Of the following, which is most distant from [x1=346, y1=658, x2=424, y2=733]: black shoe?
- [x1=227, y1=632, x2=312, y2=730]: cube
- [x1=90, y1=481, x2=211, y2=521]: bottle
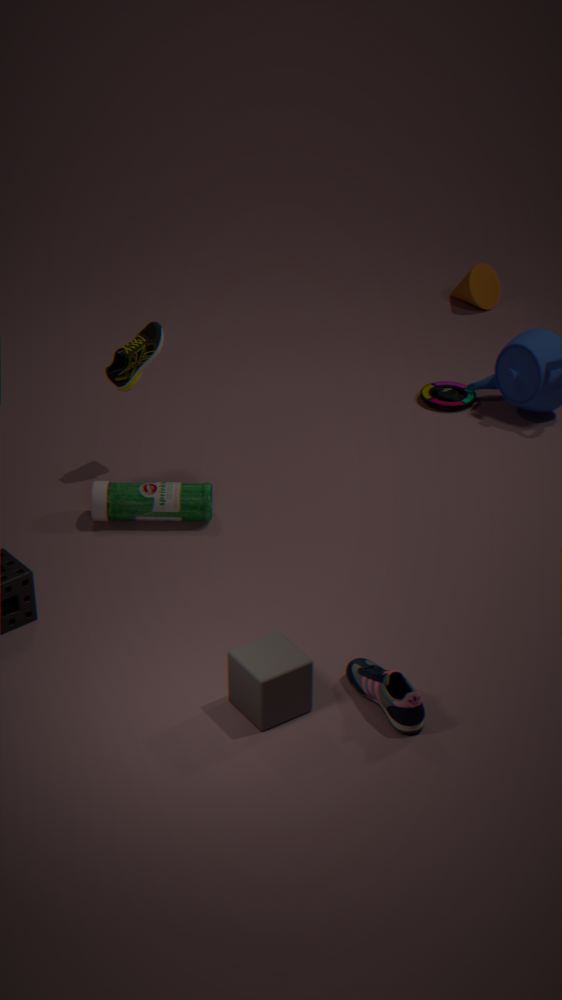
[x1=90, y1=481, x2=211, y2=521]: bottle
